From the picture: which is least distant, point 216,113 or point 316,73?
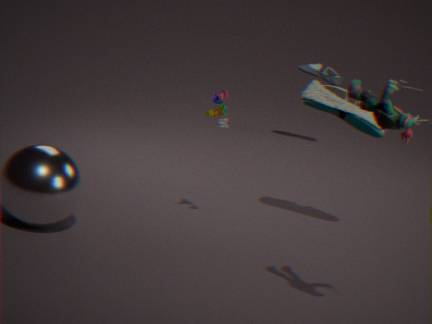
point 216,113
